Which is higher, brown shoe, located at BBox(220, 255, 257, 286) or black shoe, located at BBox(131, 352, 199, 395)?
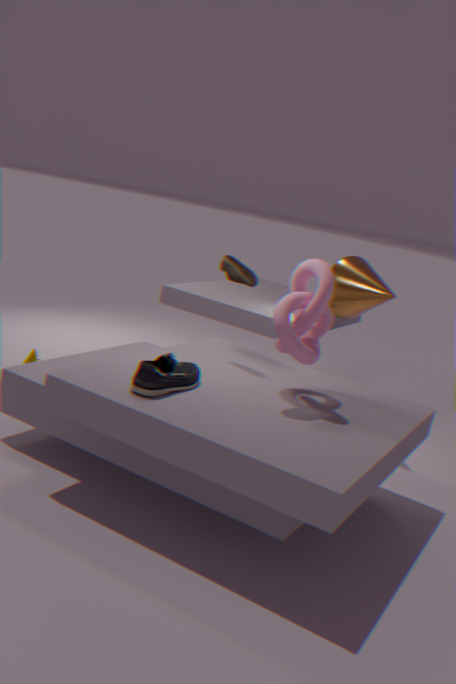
brown shoe, located at BBox(220, 255, 257, 286)
